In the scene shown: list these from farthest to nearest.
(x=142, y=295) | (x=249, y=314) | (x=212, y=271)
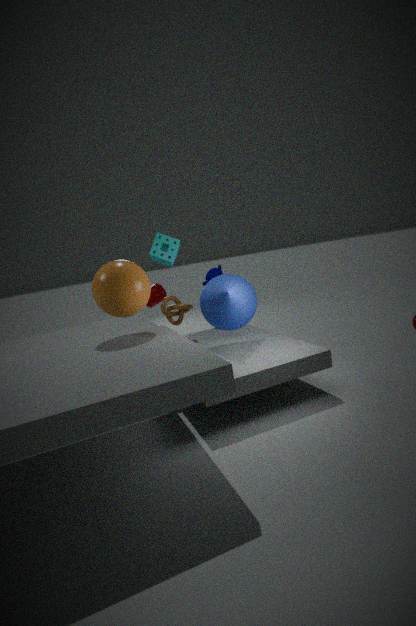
(x=212, y=271) → (x=249, y=314) → (x=142, y=295)
